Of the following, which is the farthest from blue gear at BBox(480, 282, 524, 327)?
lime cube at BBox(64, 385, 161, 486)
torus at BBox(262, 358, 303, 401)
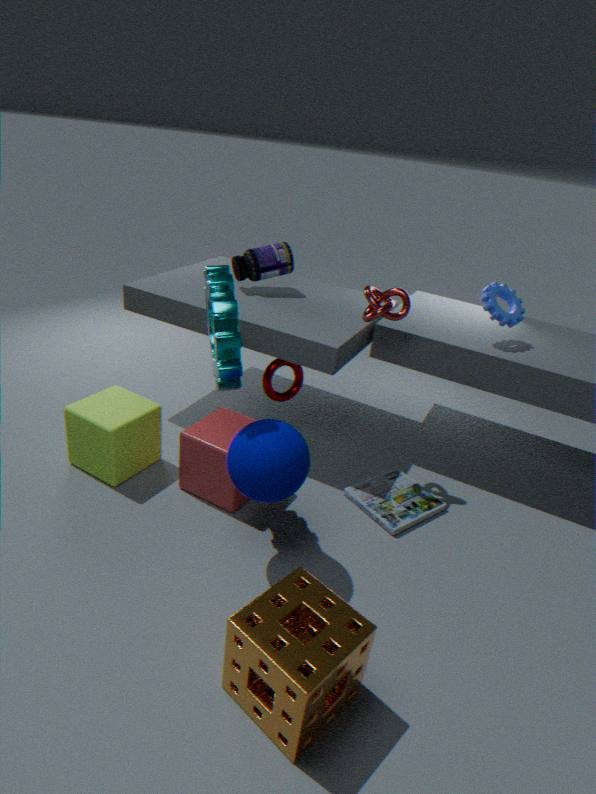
lime cube at BBox(64, 385, 161, 486)
